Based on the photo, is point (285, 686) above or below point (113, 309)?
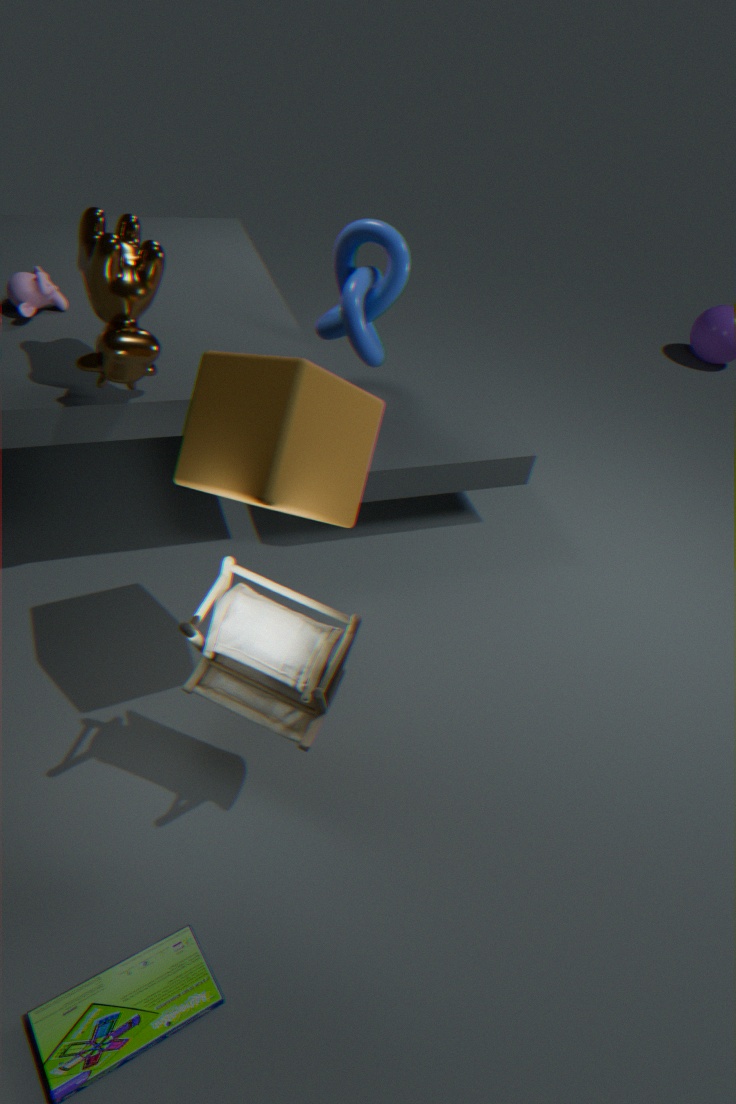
below
